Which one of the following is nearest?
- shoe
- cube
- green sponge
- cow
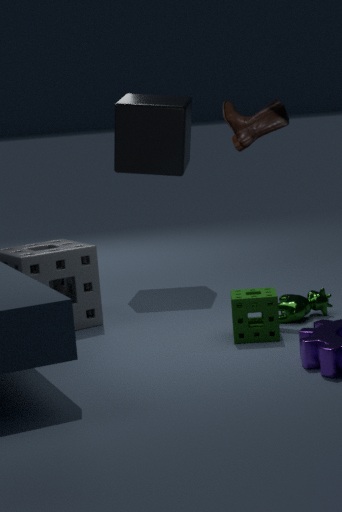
green sponge
